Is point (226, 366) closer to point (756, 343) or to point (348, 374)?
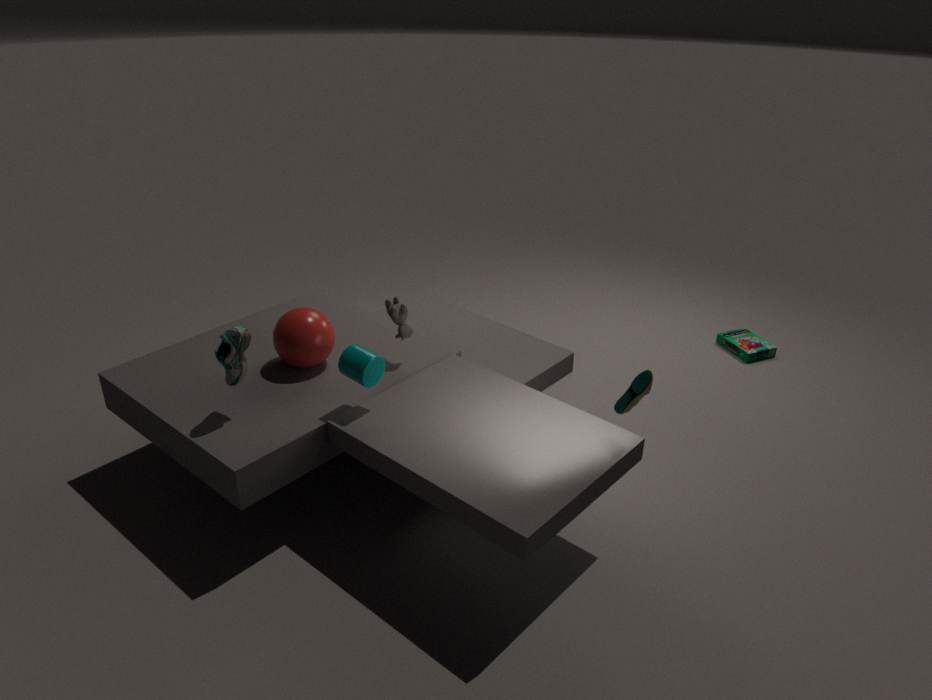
point (348, 374)
